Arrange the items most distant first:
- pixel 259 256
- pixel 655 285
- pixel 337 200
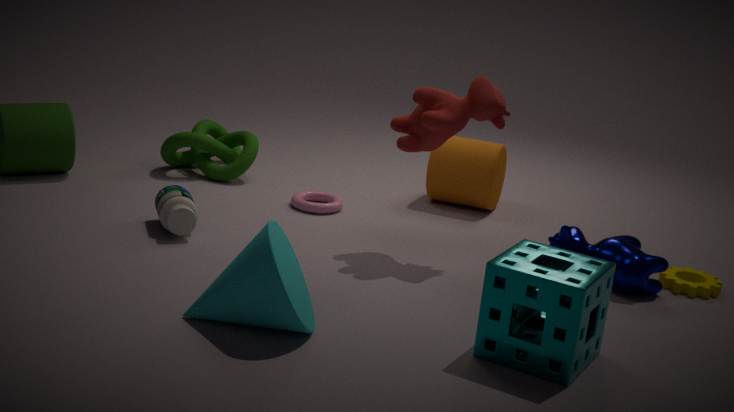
pixel 337 200, pixel 655 285, pixel 259 256
